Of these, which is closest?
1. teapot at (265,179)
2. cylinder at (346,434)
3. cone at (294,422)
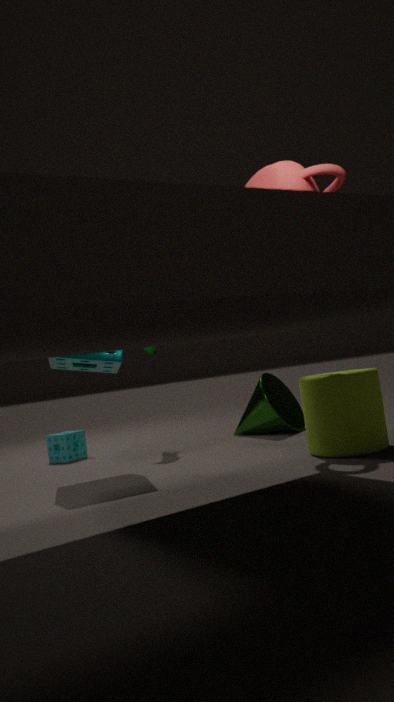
teapot at (265,179)
